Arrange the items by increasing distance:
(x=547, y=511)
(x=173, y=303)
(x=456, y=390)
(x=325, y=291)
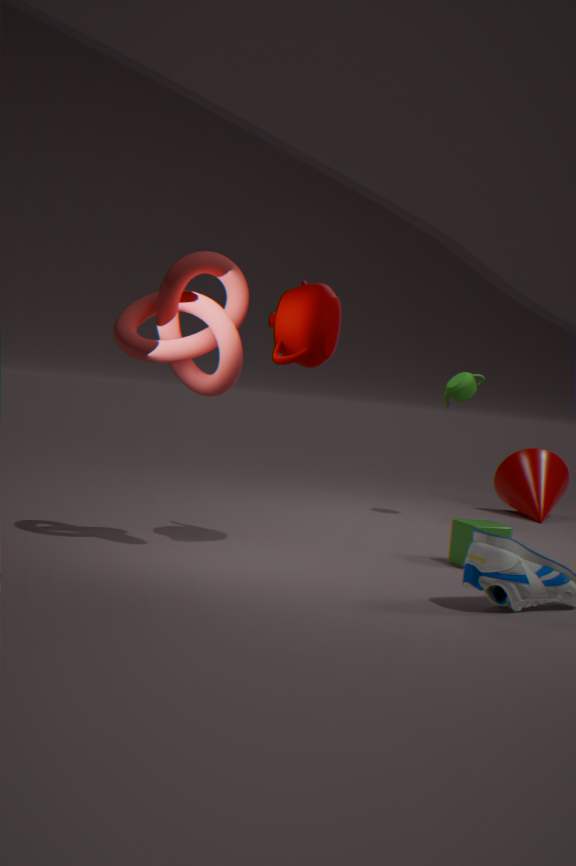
(x=173, y=303) < (x=325, y=291) < (x=456, y=390) < (x=547, y=511)
